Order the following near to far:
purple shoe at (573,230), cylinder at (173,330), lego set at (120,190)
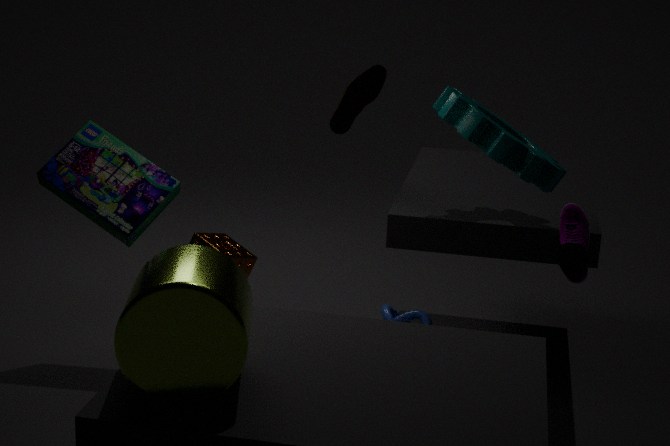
cylinder at (173,330)
purple shoe at (573,230)
lego set at (120,190)
